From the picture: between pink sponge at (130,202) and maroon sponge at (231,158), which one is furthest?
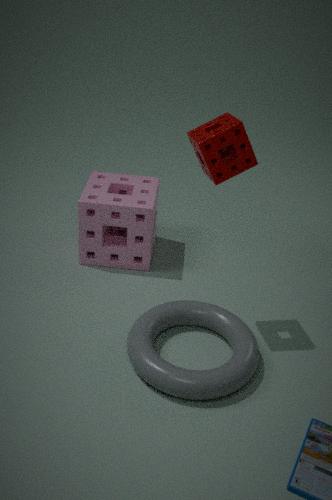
pink sponge at (130,202)
